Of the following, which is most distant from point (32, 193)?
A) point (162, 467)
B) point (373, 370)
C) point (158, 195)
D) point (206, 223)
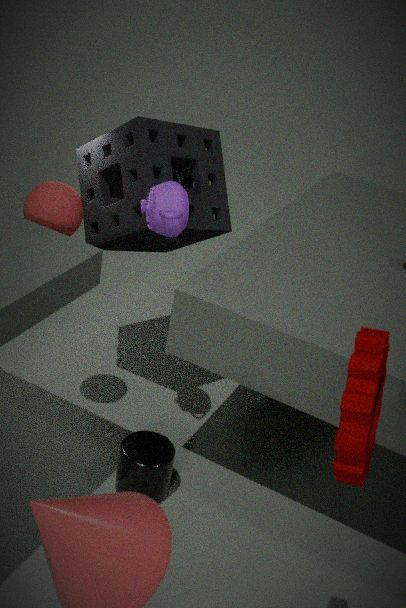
point (373, 370)
